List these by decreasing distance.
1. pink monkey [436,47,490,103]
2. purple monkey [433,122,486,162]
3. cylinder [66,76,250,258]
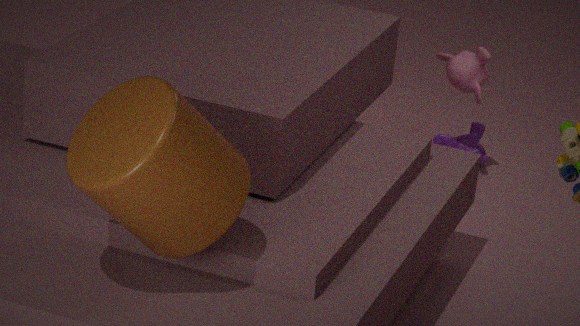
purple monkey [433,122,486,162] → pink monkey [436,47,490,103] → cylinder [66,76,250,258]
